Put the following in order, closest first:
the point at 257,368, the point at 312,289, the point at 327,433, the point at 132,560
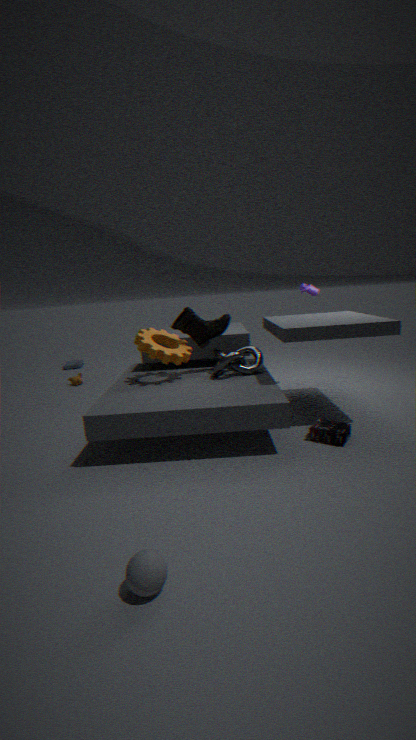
the point at 132,560 → the point at 327,433 → the point at 257,368 → the point at 312,289
